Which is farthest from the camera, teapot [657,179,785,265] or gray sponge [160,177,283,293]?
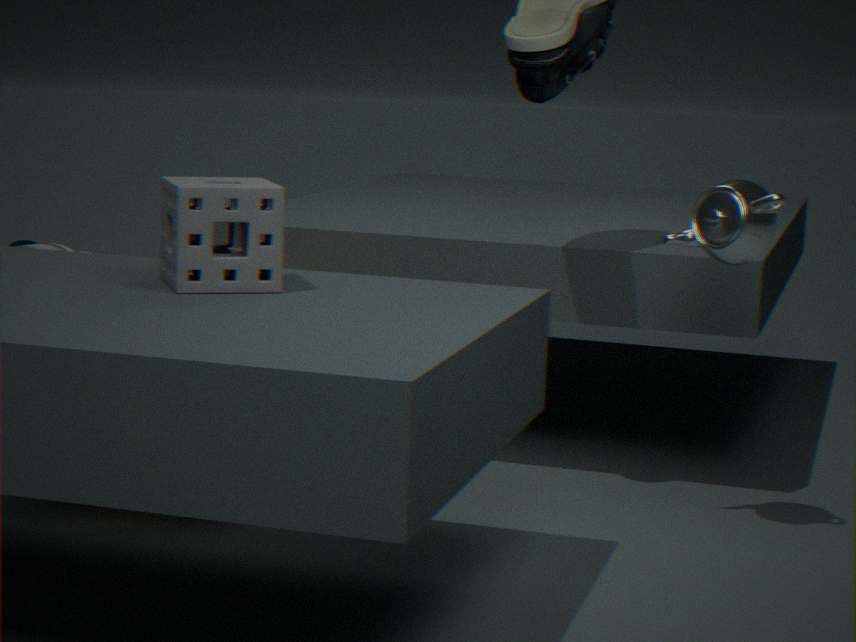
teapot [657,179,785,265]
